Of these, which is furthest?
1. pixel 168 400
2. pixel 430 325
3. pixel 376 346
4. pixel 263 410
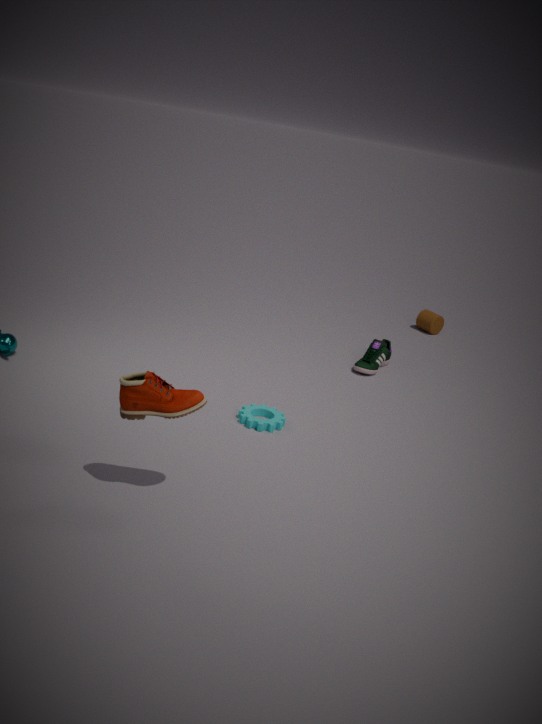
pixel 430 325
